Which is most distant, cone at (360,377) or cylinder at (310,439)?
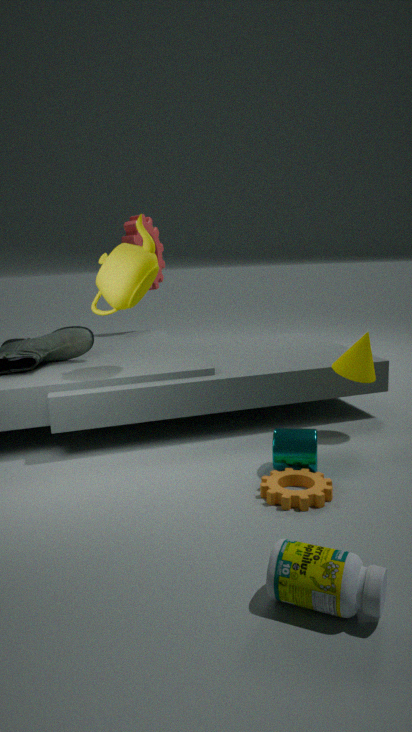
Answer: cone at (360,377)
